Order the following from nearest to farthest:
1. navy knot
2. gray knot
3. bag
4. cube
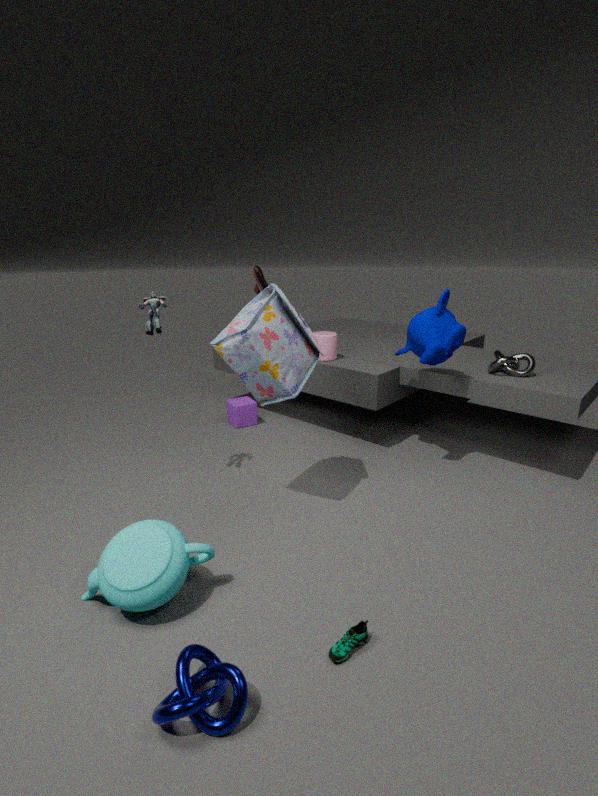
navy knot → bag → gray knot → cube
